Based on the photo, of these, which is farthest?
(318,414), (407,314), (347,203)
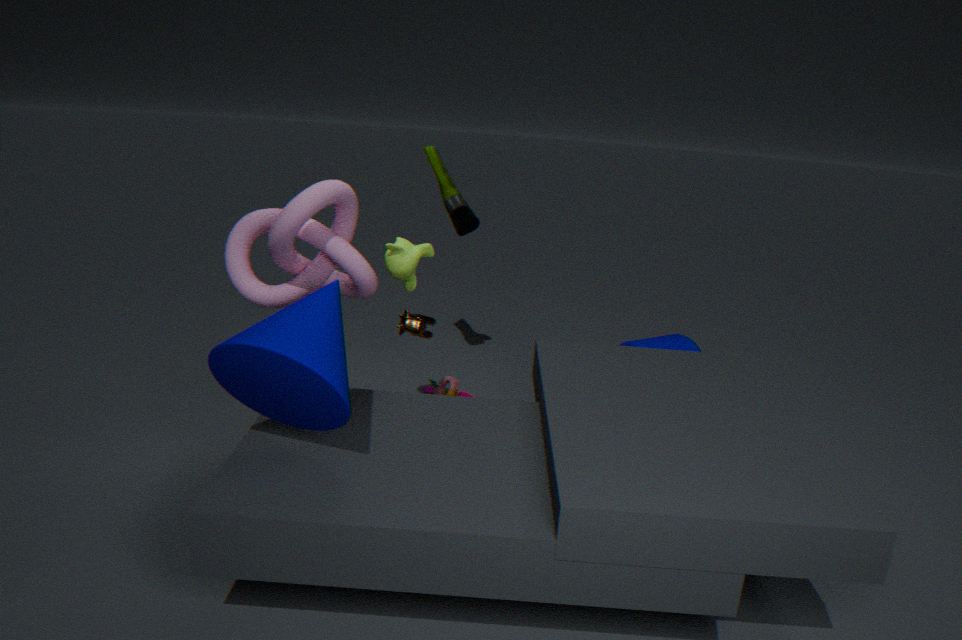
(407,314)
